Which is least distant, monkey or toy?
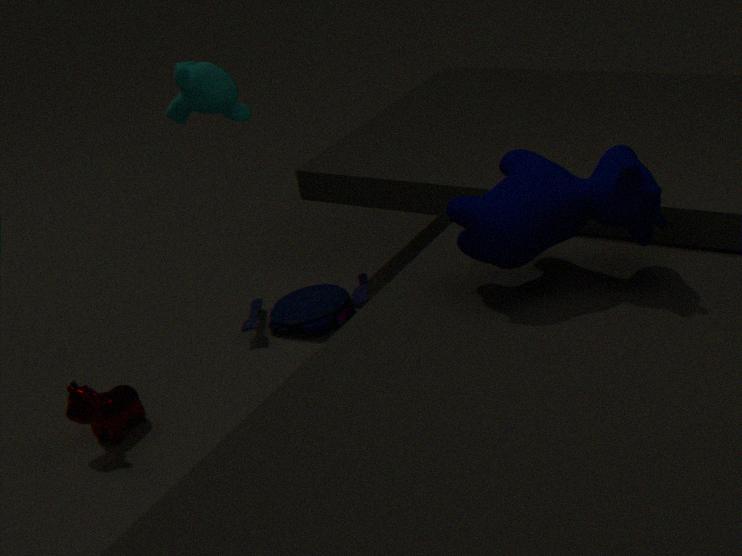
monkey
